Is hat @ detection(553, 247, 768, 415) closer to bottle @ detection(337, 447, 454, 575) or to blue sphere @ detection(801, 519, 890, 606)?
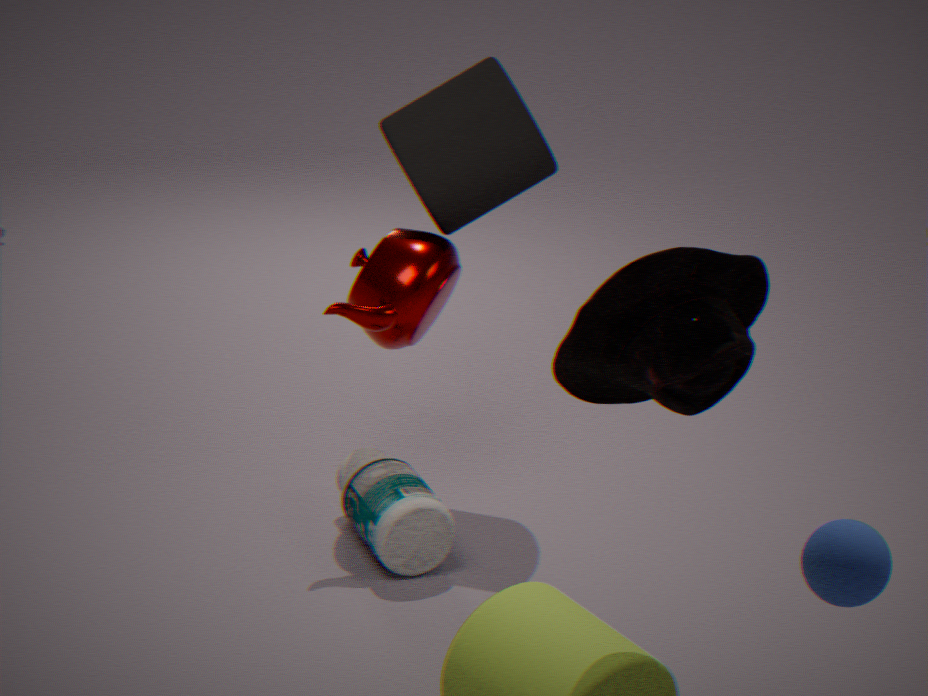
blue sphere @ detection(801, 519, 890, 606)
